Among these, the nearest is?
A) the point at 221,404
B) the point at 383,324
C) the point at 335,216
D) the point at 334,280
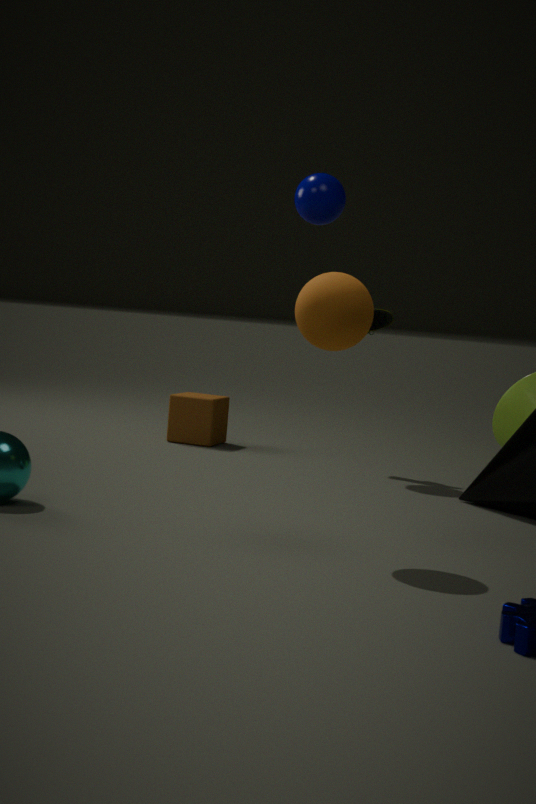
the point at 334,280
